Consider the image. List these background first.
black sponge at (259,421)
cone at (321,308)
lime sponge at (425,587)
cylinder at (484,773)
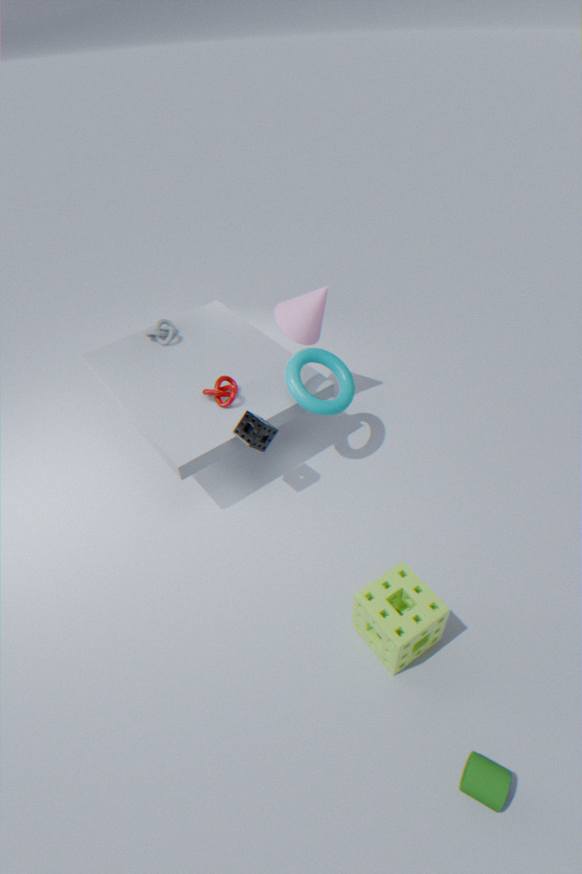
cone at (321,308) < black sponge at (259,421) < lime sponge at (425,587) < cylinder at (484,773)
